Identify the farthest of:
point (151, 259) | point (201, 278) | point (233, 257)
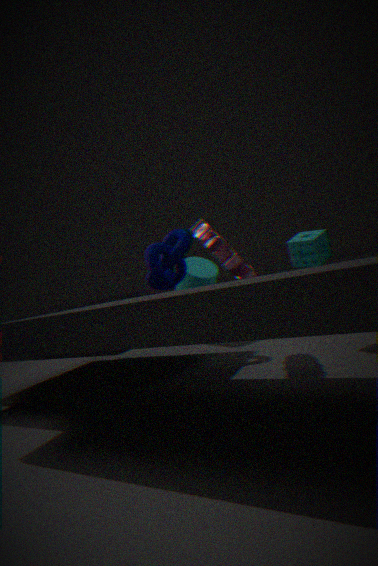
point (201, 278)
